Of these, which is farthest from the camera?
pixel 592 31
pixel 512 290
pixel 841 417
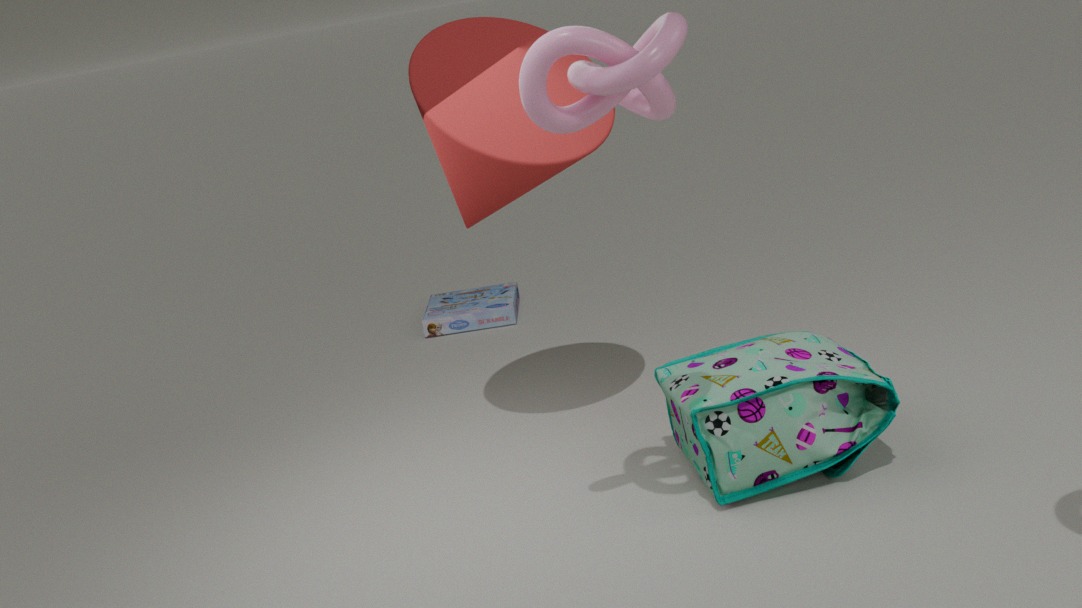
pixel 512 290
